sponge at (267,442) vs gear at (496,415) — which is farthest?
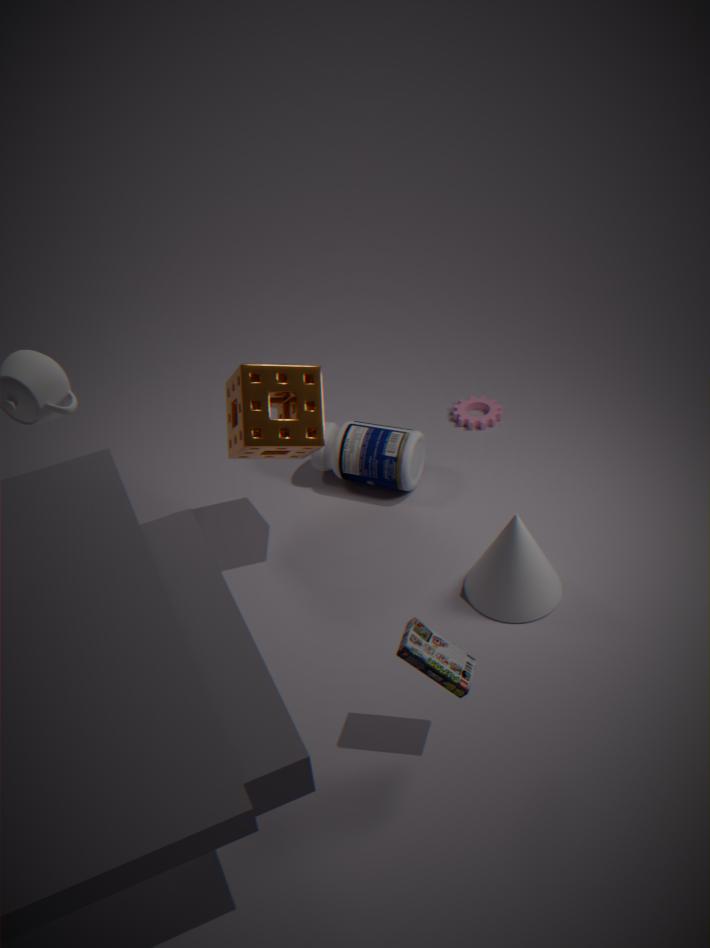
gear at (496,415)
